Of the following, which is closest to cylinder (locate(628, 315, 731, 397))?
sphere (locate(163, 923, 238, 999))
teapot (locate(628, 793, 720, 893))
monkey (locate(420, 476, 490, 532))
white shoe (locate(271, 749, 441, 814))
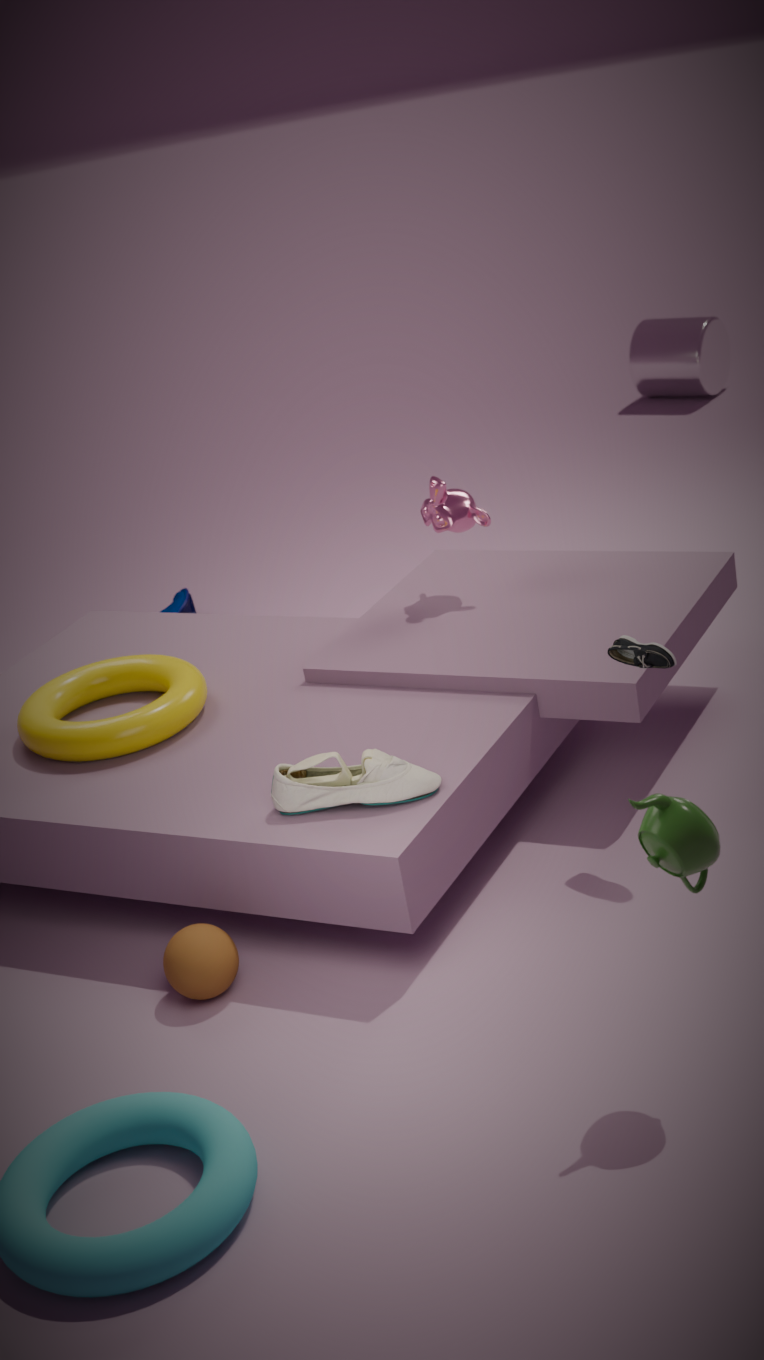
monkey (locate(420, 476, 490, 532))
